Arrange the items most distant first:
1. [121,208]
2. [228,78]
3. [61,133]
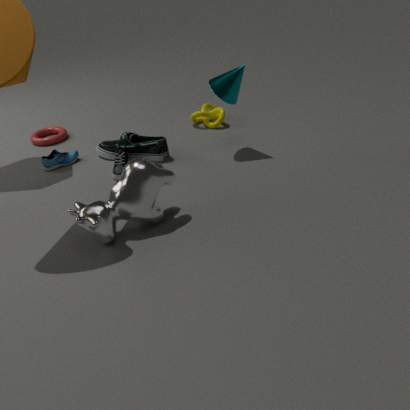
[61,133] → [228,78] → [121,208]
